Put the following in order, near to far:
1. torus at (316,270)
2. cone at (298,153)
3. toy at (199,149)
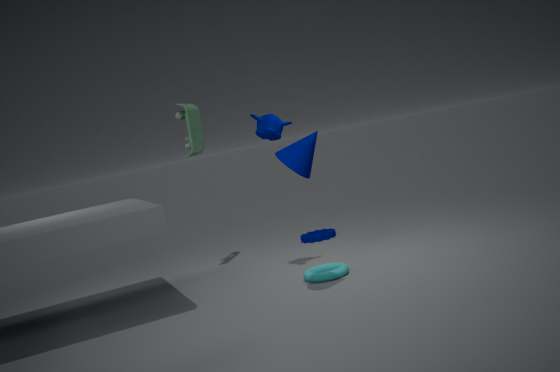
cone at (298,153)
torus at (316,270)
toy at (199,149)
